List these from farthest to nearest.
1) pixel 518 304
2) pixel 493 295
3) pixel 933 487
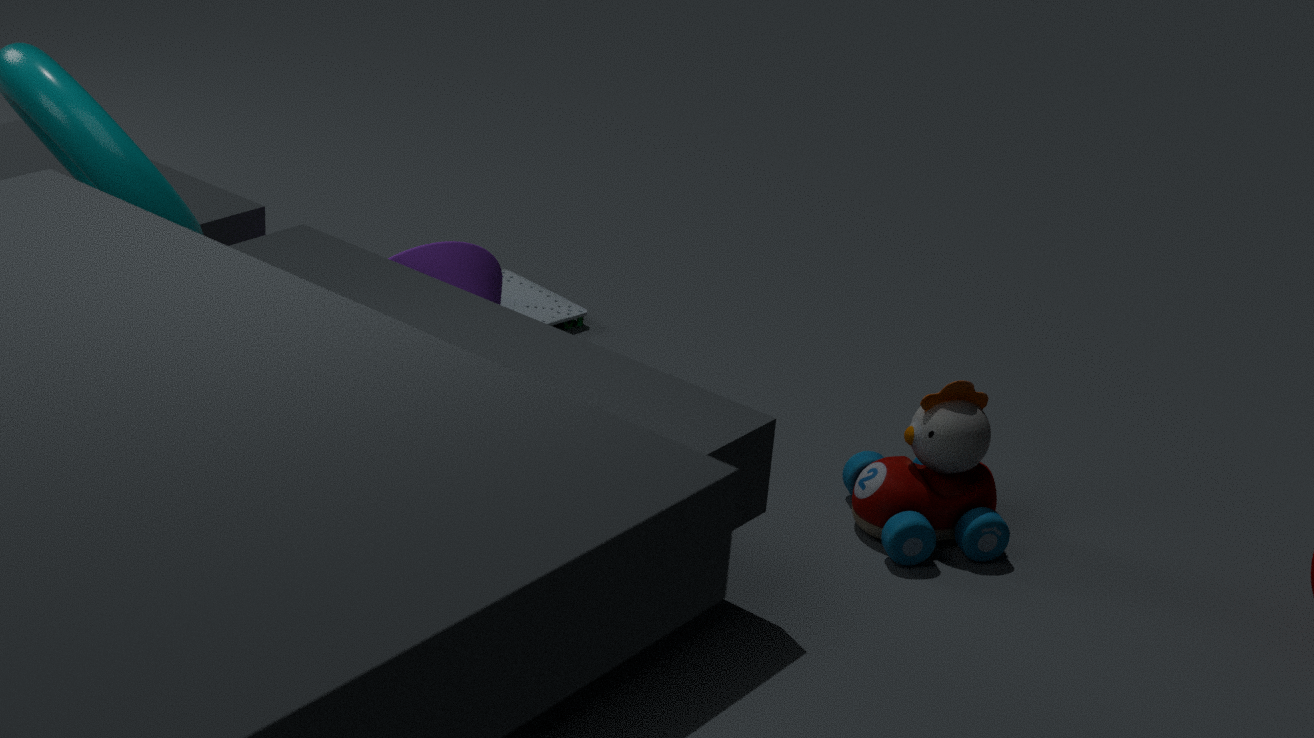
1. pixel 518 304 < 2. pixel 493 295 < 3. pixel 933 487
